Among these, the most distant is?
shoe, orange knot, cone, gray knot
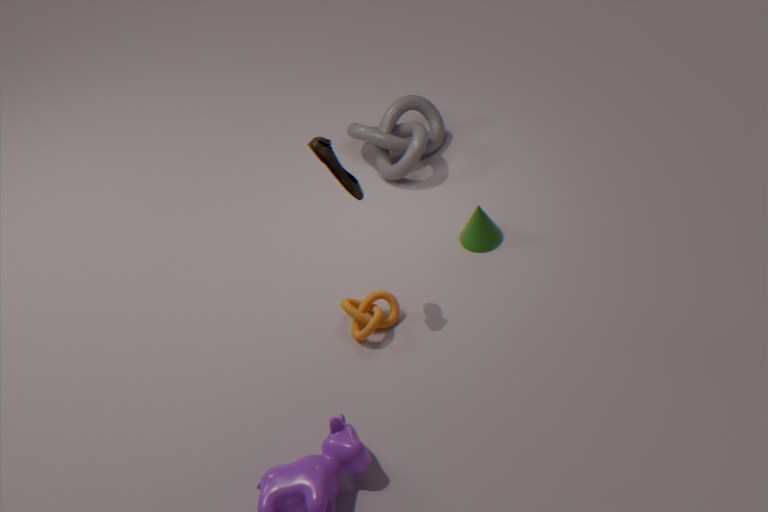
gray knot
